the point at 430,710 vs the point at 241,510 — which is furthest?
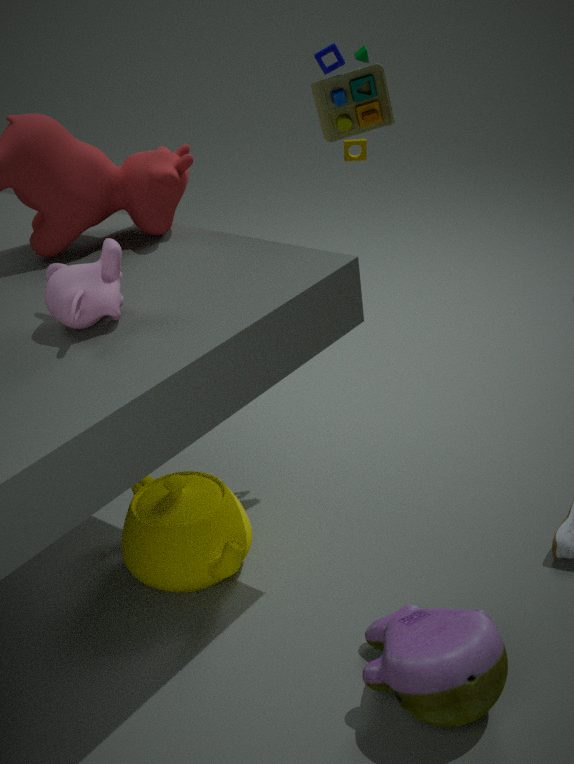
the point at 241,510
